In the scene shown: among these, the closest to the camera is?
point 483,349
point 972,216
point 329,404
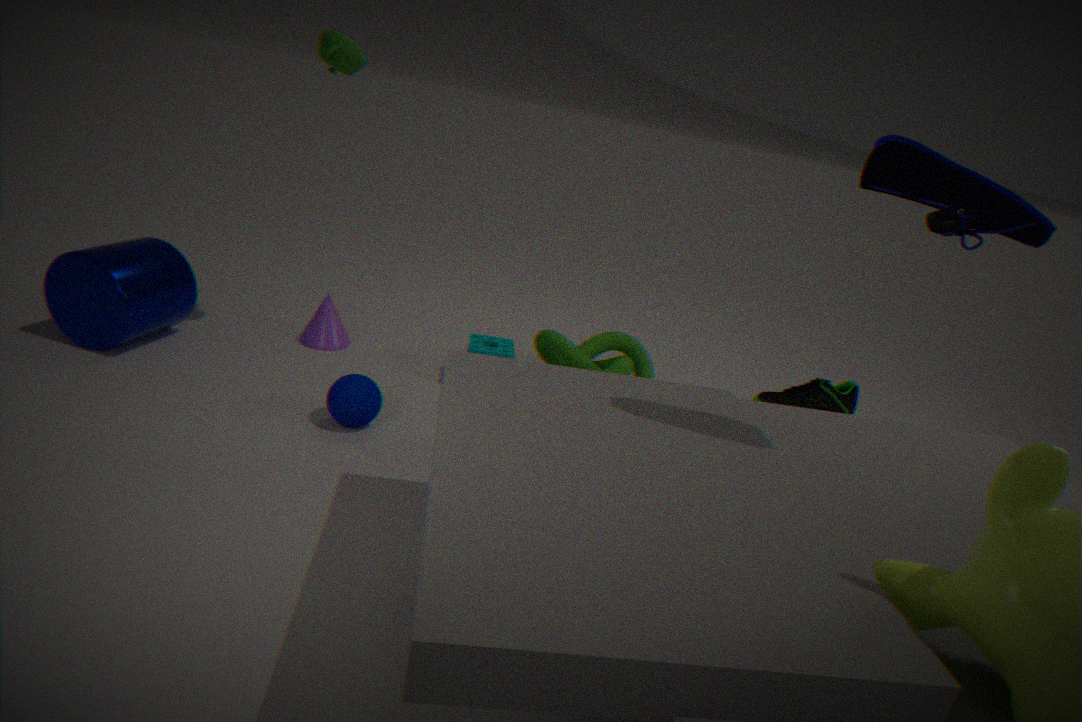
point 972,216
